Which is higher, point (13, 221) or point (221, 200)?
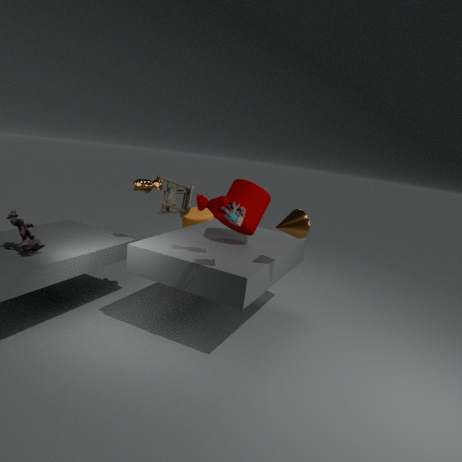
point (221, 200)
